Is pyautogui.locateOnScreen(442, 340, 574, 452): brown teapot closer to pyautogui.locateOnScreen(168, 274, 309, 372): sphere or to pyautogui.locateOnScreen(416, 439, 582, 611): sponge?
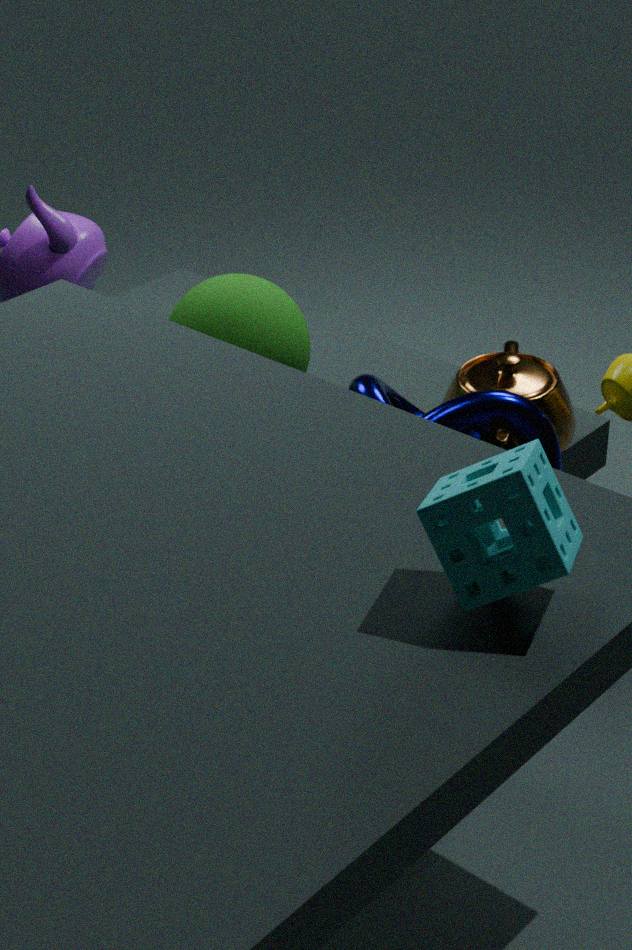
pyautogui.locateOnScreen(168, 274, 309, 372): sphere
